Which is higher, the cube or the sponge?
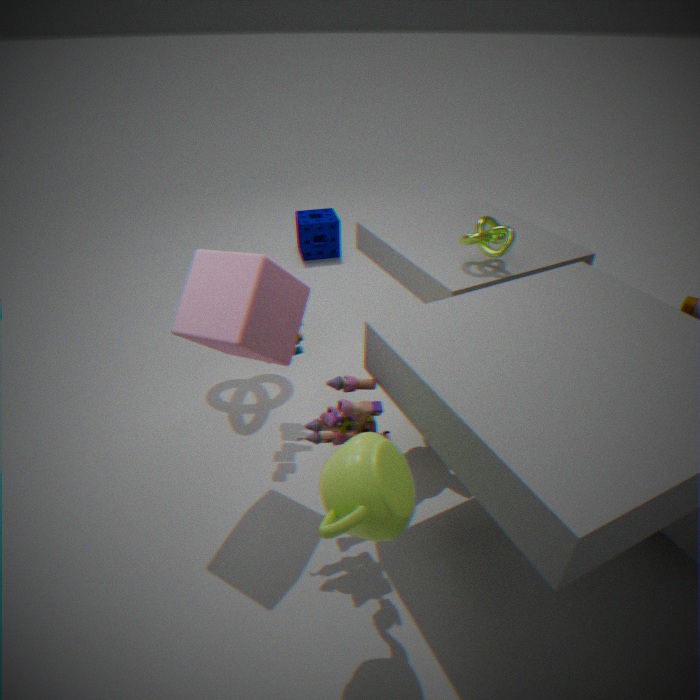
the cube
